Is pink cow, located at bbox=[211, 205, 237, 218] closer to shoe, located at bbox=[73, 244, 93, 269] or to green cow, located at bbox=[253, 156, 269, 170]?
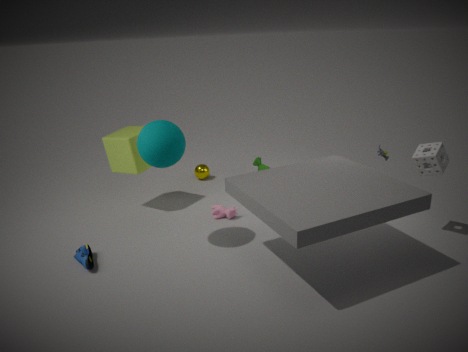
green cow, located at bbox=[253, 156, 269, 170]
